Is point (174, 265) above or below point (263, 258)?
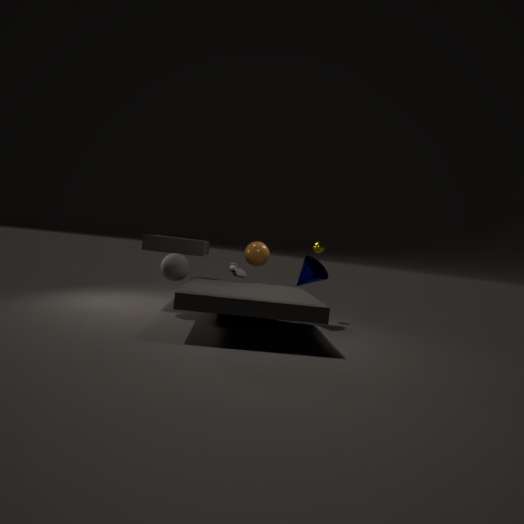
below
